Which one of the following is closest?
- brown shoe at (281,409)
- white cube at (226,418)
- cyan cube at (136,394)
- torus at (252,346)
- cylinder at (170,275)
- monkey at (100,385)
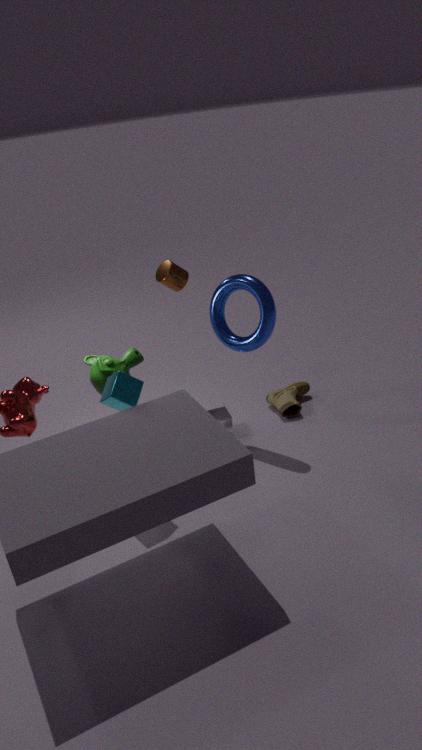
cyan cube at (136,394)
